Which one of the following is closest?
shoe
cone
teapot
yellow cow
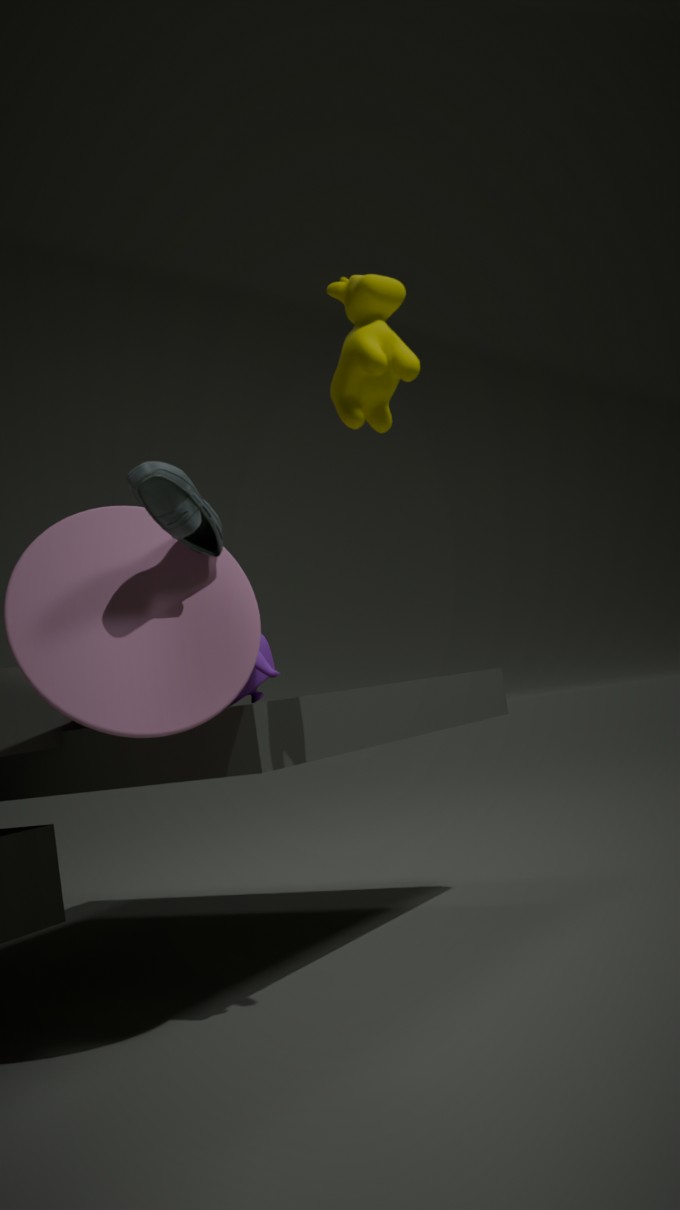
yellow cow
